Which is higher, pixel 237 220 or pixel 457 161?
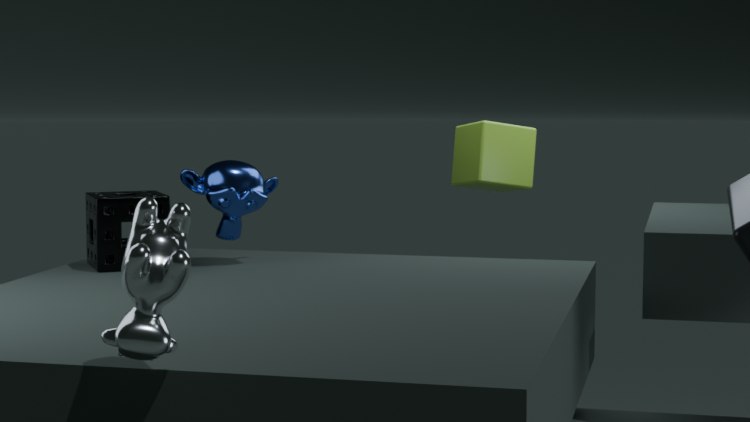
pixel 457 161
